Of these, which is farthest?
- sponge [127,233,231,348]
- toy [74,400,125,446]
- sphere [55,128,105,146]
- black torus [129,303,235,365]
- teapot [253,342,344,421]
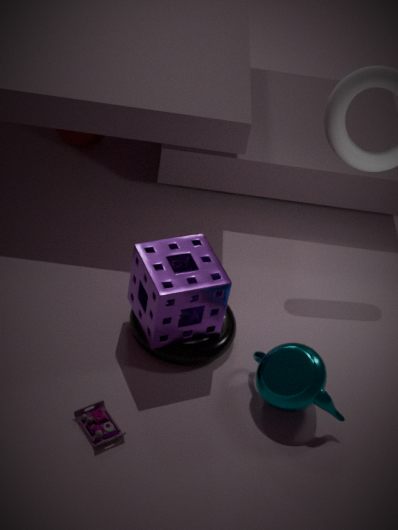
sphere [55,128,105,146]
